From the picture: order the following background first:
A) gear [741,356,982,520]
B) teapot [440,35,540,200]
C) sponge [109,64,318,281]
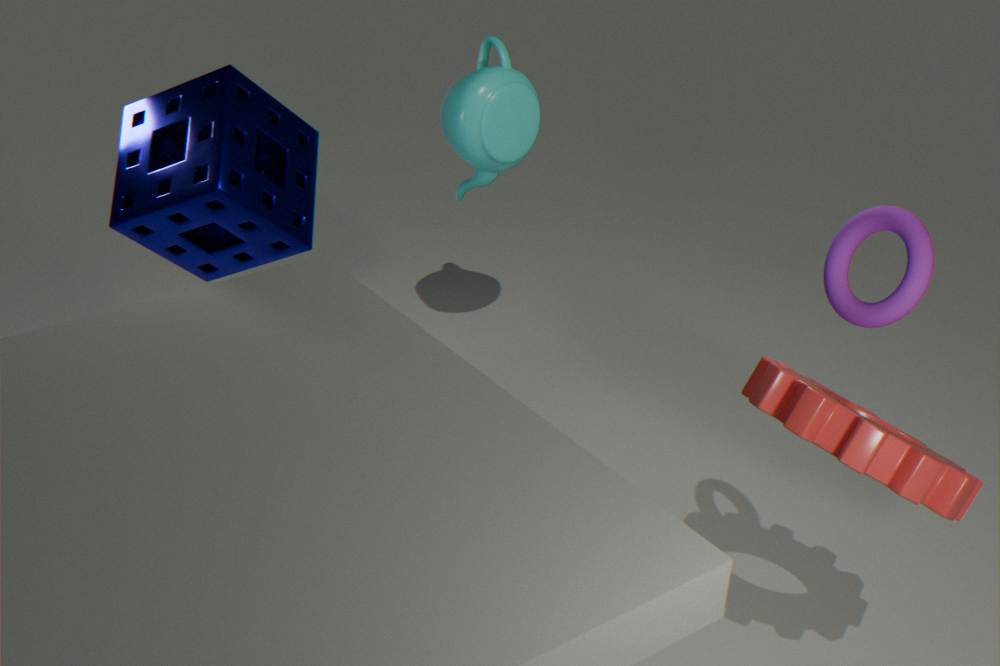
1. teapot [440,35,540,200]
2. sponge [109,64,318,281]
3. gear [741,356,982,520]
